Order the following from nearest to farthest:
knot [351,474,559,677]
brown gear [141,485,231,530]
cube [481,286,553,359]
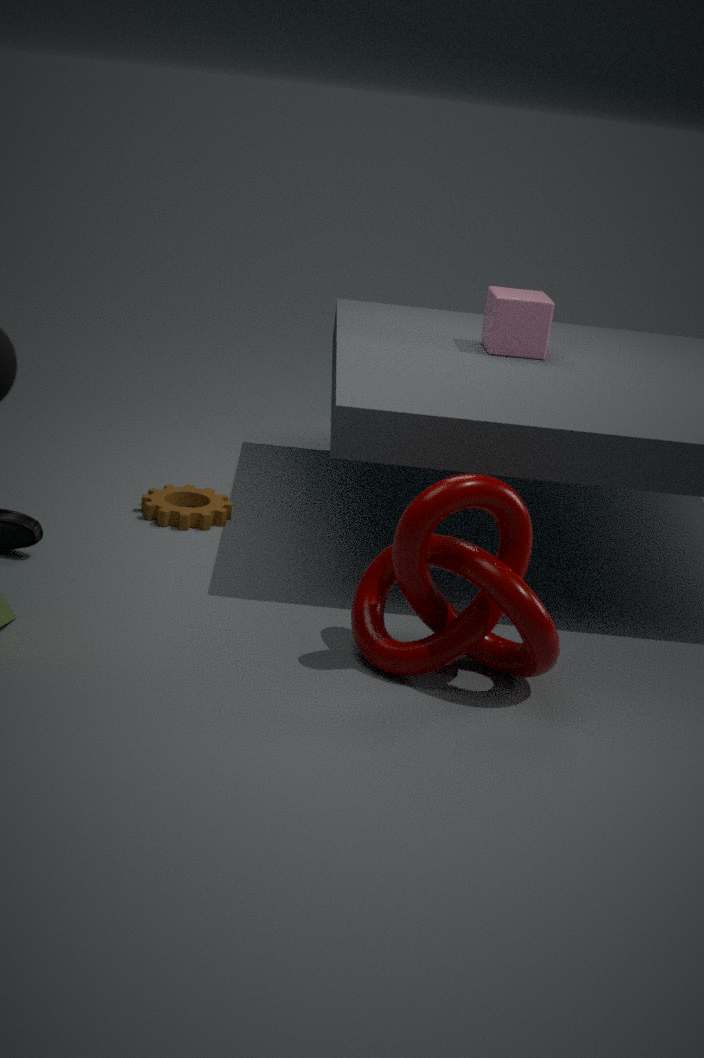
knot [351,474,559,677] → brown gear [141,485,231,530] → cube [481,286,553,359]
